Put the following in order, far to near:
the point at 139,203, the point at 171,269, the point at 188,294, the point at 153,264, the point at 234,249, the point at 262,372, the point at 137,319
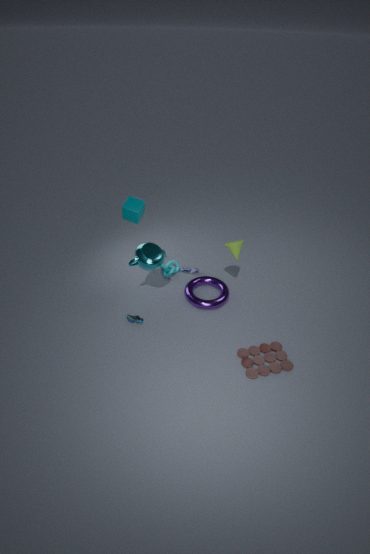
the point at 171,269 < the point at 188,294 < the point at 234,249 < the point at 137,319 < the point at 153,264 < the point at 139,203 < the point at 262,372
